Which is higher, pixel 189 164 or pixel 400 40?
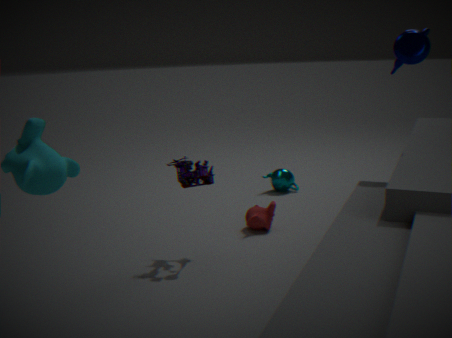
pixel 400 40
